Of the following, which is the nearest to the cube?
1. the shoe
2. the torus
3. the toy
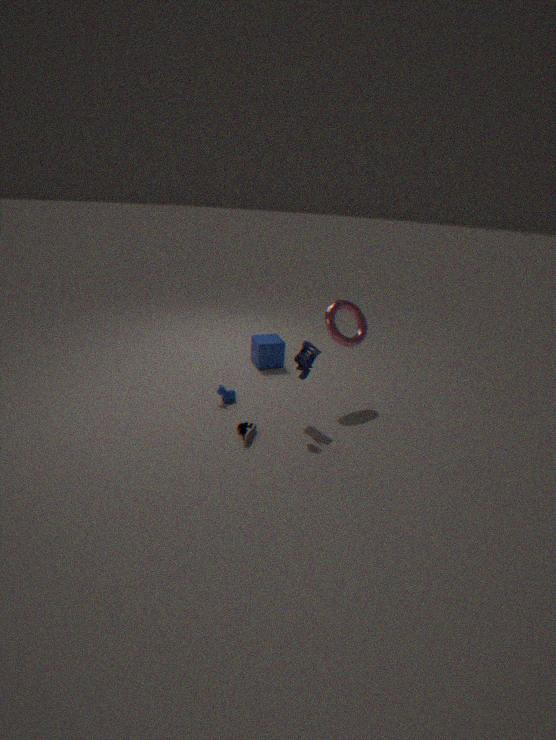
the torus
